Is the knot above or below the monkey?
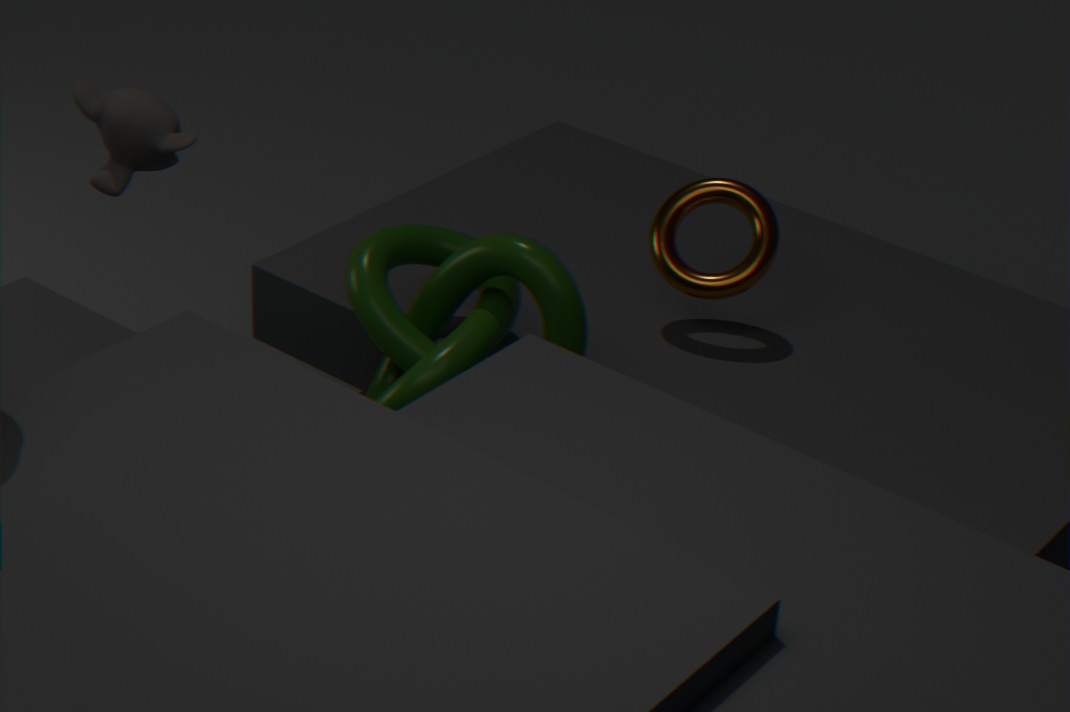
below
